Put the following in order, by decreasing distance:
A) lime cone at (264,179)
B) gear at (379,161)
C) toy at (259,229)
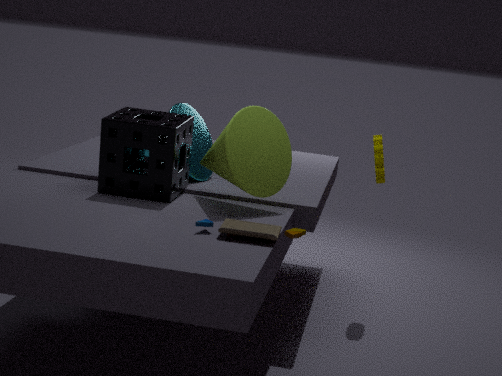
gear at (379,161) → lime cone at (264,179) → toy at (259,229)
